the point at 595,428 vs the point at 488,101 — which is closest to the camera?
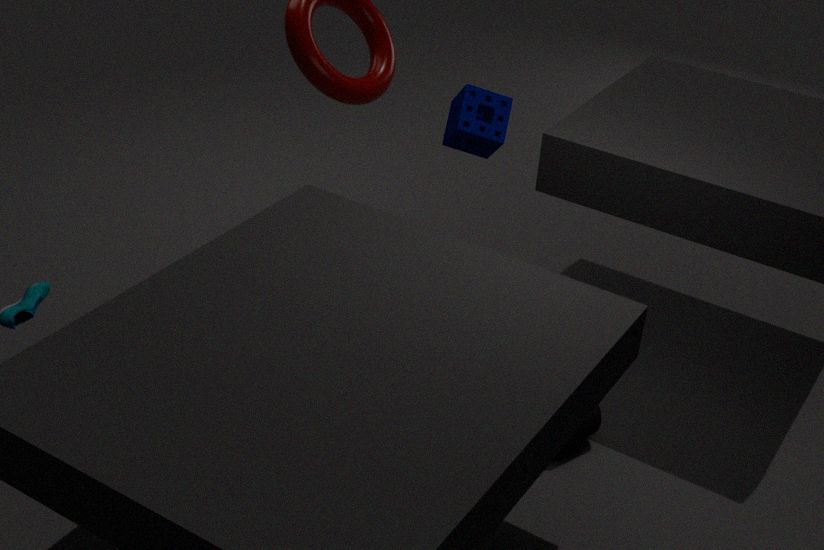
the point at 595,428
